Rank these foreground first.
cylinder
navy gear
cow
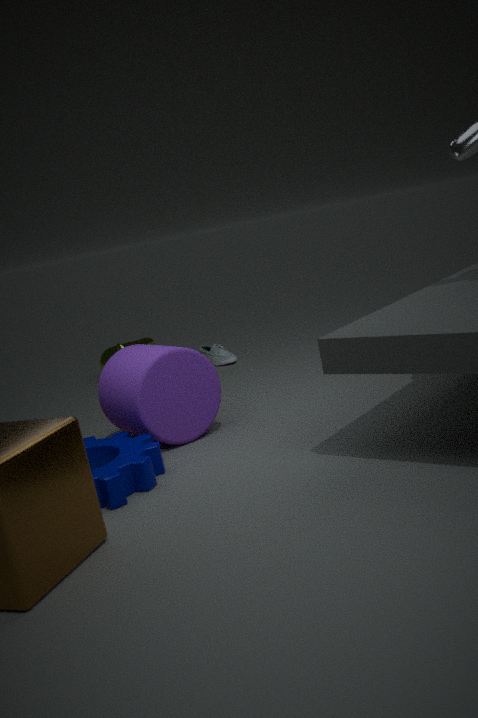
navy gear, cylinder, cow
